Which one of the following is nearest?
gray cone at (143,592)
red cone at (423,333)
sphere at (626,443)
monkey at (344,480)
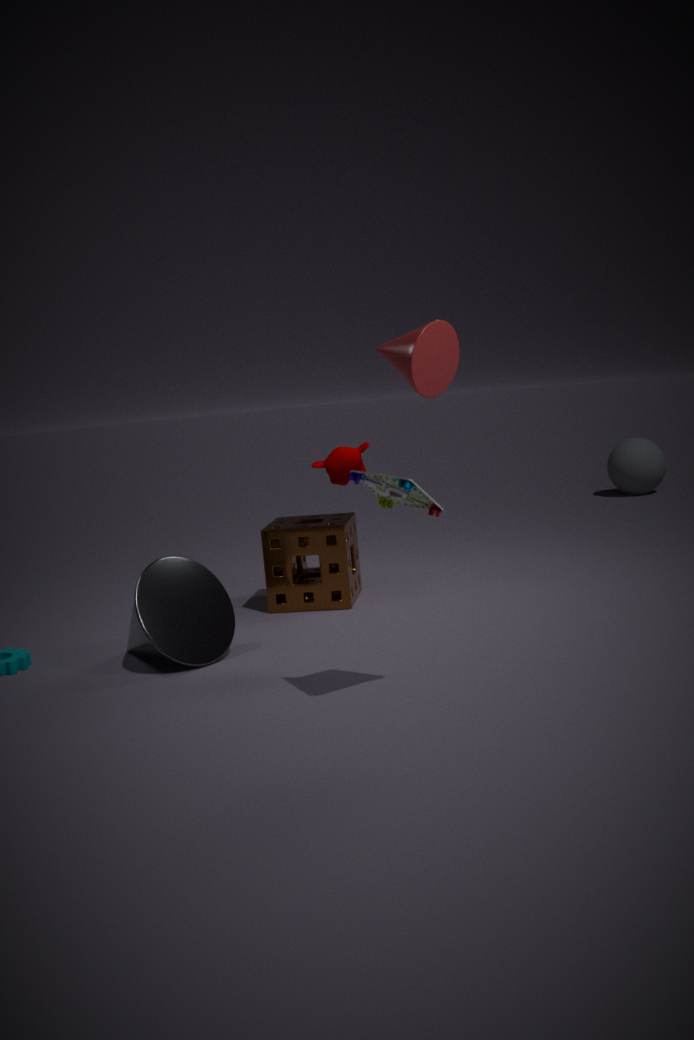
red cone at (423,333)
